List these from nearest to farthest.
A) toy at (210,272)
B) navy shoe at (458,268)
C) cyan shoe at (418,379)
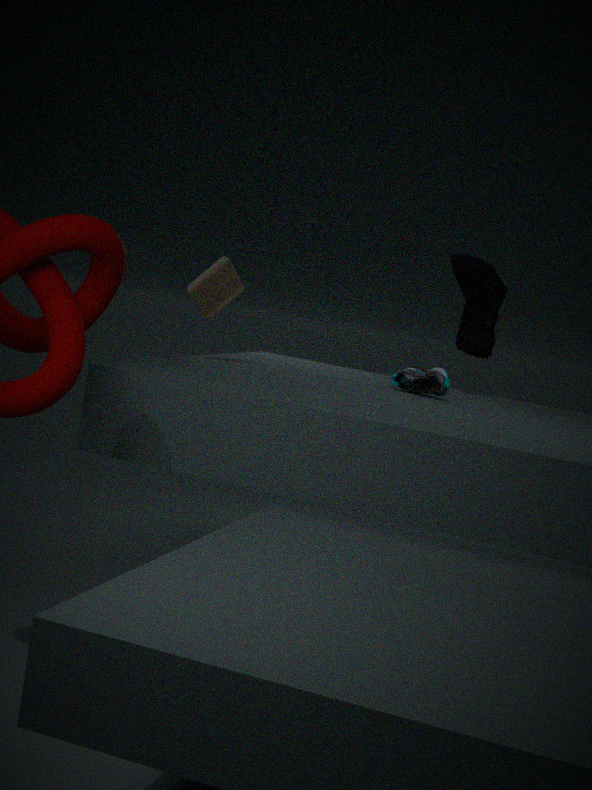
toy at (210,272)
cyan shoe at (418,379)
navy shoe at (458,268)
